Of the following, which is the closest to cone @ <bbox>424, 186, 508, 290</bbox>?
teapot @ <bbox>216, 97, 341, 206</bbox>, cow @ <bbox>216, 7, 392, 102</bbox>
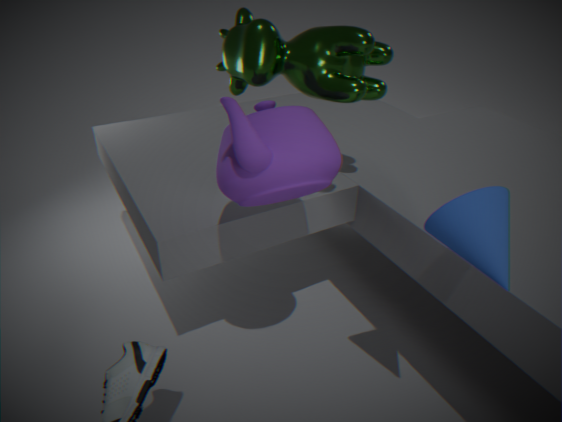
teapot @ <bbox>216, 97, 341, 206</bbox>
